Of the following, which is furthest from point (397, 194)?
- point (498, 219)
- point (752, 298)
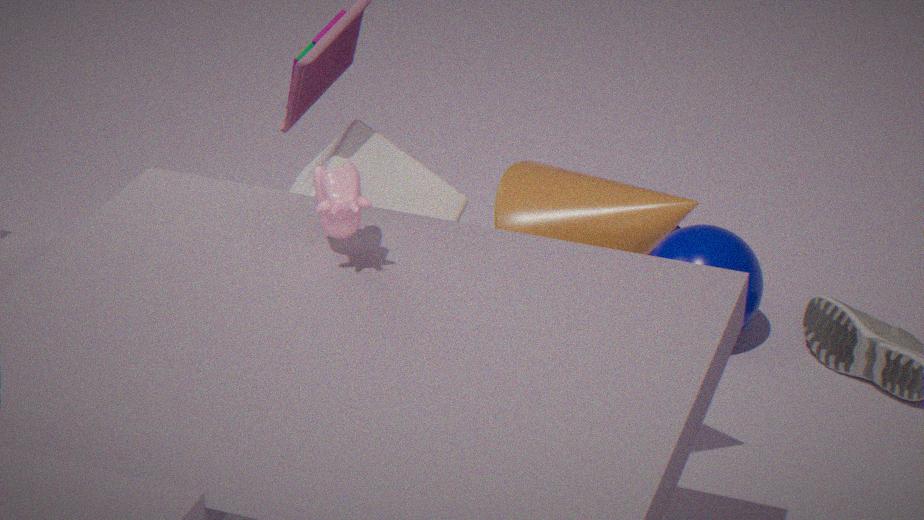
point (752, 298)
